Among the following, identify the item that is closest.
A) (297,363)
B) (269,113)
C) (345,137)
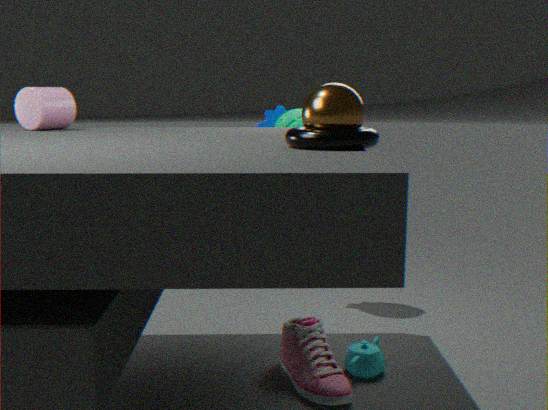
(345,137)
